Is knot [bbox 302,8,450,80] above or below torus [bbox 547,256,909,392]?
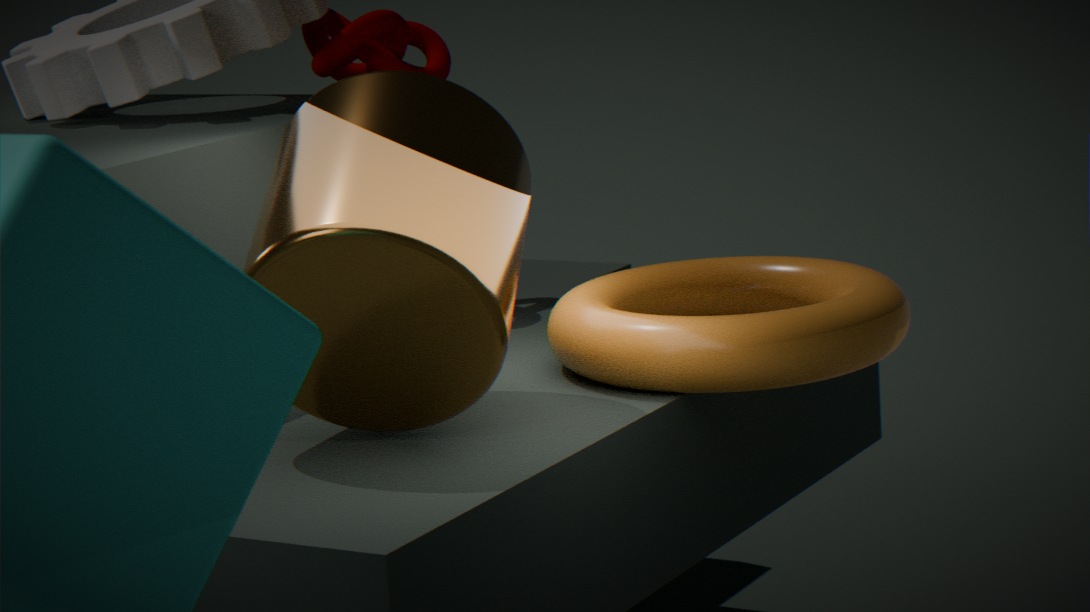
above
